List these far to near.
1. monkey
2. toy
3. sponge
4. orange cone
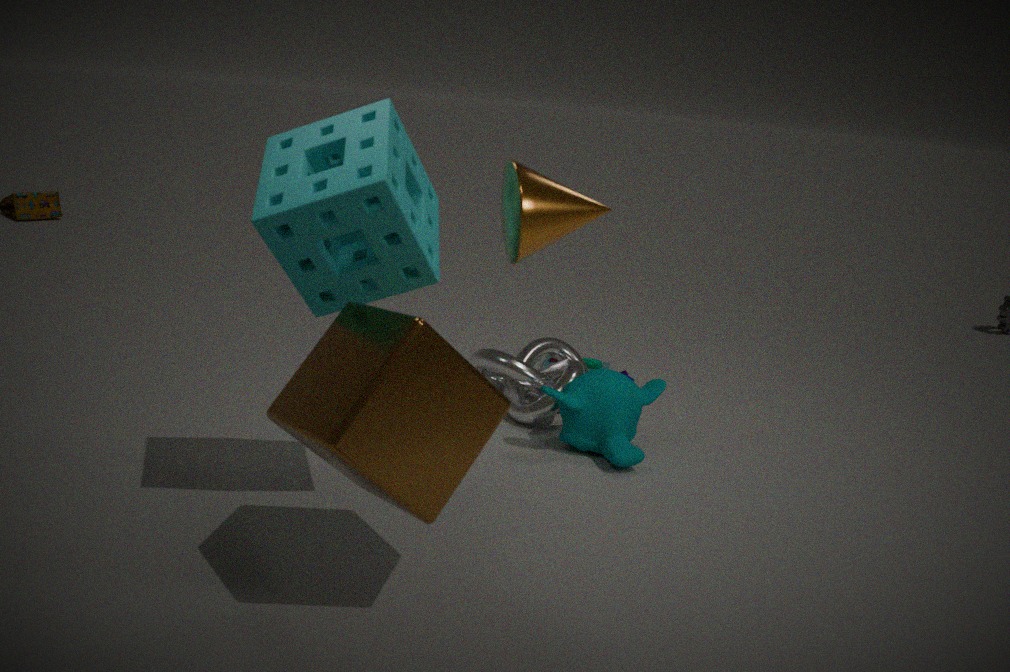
1. toy
2. monkey
3. sponge
4. orange cone
